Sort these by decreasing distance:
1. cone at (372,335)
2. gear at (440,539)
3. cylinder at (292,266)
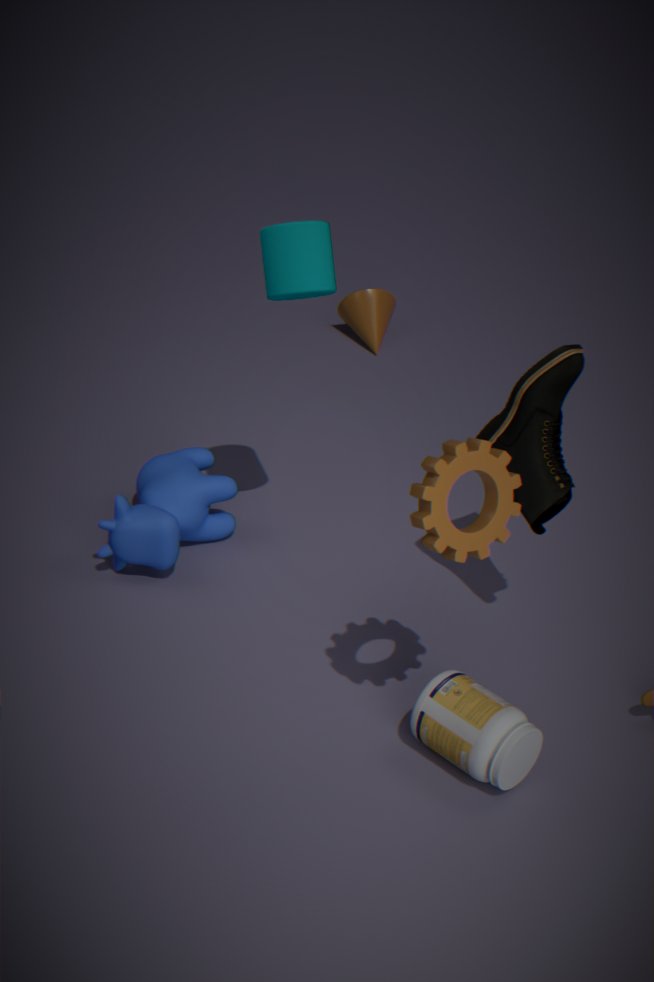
cone at (372,335), cylinder at (292,266), gear at (440,539)
